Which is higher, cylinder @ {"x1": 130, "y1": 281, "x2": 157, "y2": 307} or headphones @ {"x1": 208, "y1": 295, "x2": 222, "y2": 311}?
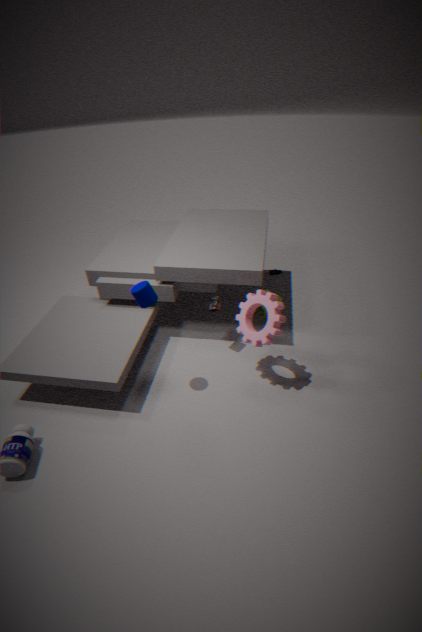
cylinder @ {"x1": 130, "y1": 281, "x2": 157, "y2": 307}
